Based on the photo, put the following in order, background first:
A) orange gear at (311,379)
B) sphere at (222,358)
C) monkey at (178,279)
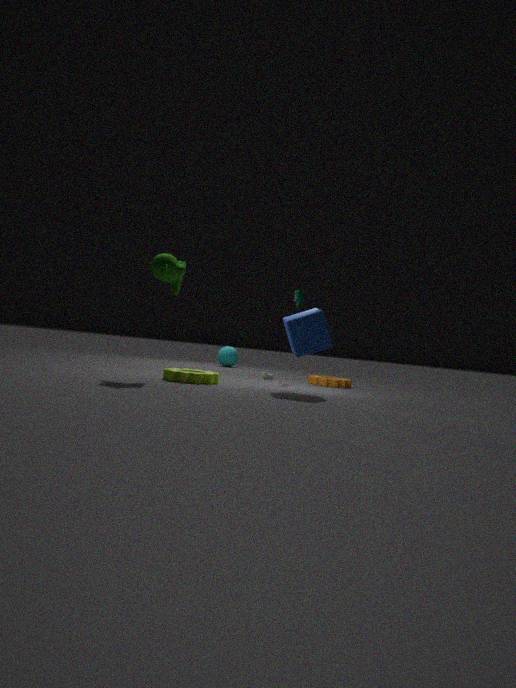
sphere at (222,358) → orange gear at (311,379) → monkey at (178,279)
